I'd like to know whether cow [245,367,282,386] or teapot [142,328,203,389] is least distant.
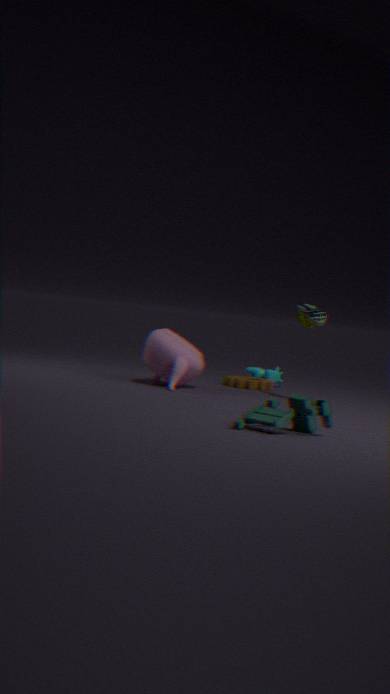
teapot [142,328,203,389]
